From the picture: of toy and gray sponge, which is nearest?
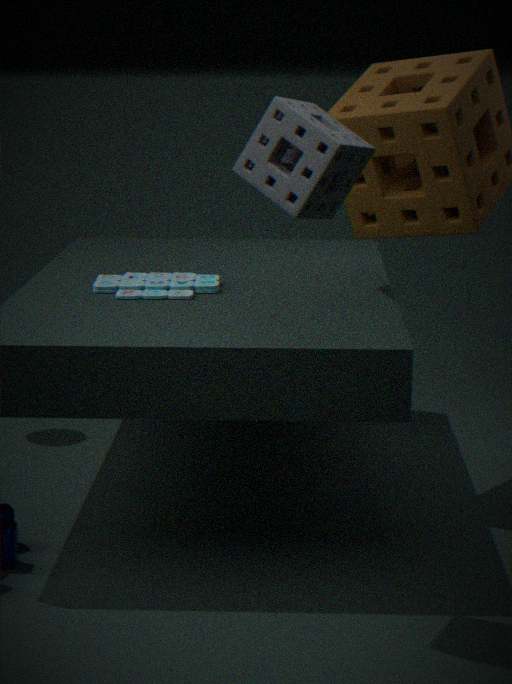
gray sponge
